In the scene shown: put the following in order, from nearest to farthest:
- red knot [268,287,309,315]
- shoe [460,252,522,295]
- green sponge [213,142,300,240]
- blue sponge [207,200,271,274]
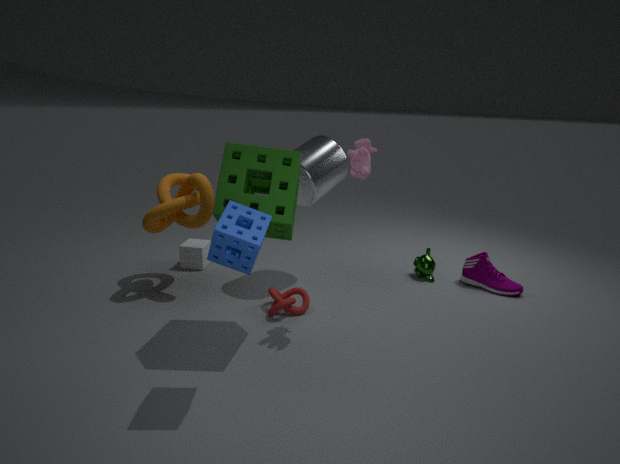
blue sponge [207,200,271,274], green sponge [213,142,300,240], red knot [268,287,309,315], shoe [460,252,522,295]
